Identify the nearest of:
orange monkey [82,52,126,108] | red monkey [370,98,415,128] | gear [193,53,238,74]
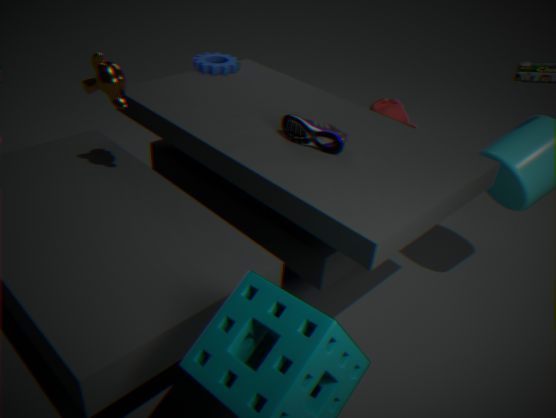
orange monkey [82,52,126,108]
